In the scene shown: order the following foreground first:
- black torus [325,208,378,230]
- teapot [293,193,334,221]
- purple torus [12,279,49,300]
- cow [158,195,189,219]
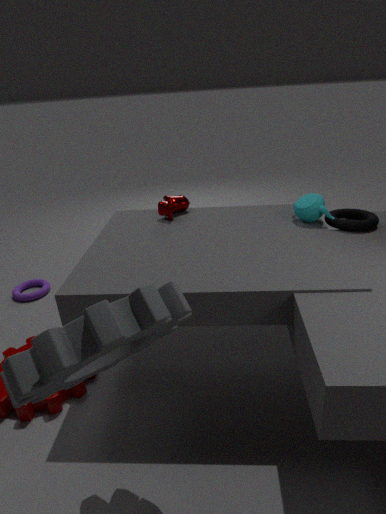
black torus [325,208,378,230]
teapot [293,193,334,221]
cow [158,195,189,219]
purple torus [12,279,49,300]
